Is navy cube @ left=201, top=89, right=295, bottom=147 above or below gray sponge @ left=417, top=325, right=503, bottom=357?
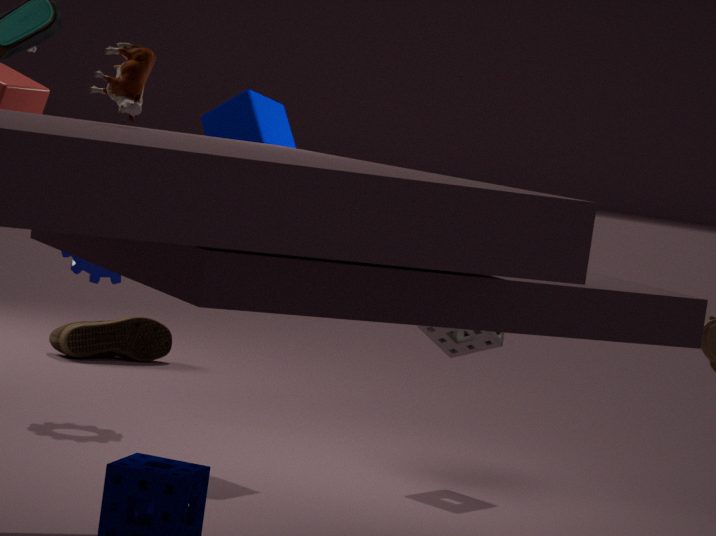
above
